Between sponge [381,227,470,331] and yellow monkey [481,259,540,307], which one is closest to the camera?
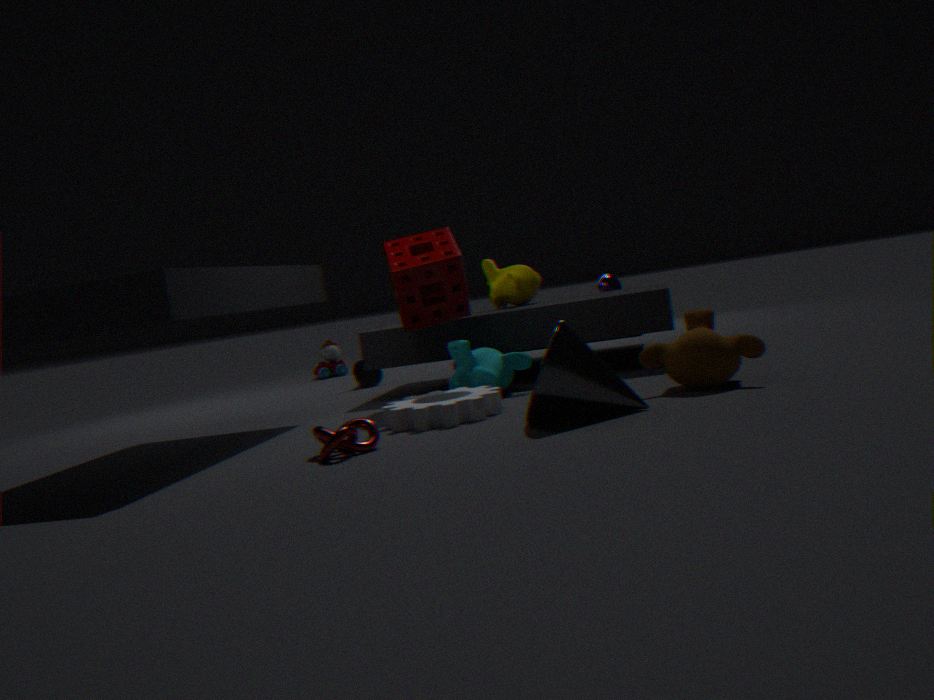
sponge [381,227,470,331]
